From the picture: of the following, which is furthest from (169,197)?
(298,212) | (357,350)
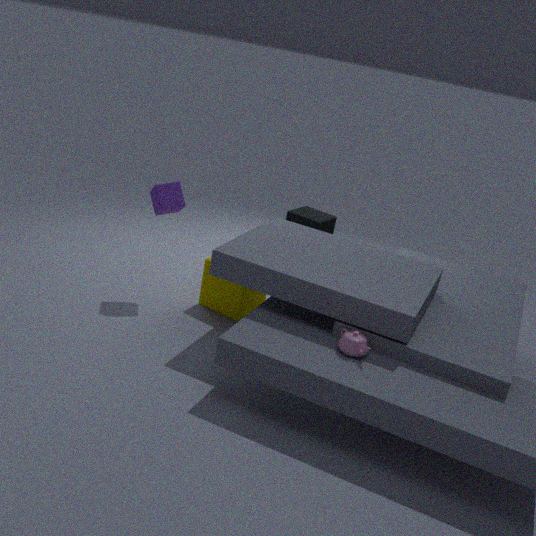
(298,212)
